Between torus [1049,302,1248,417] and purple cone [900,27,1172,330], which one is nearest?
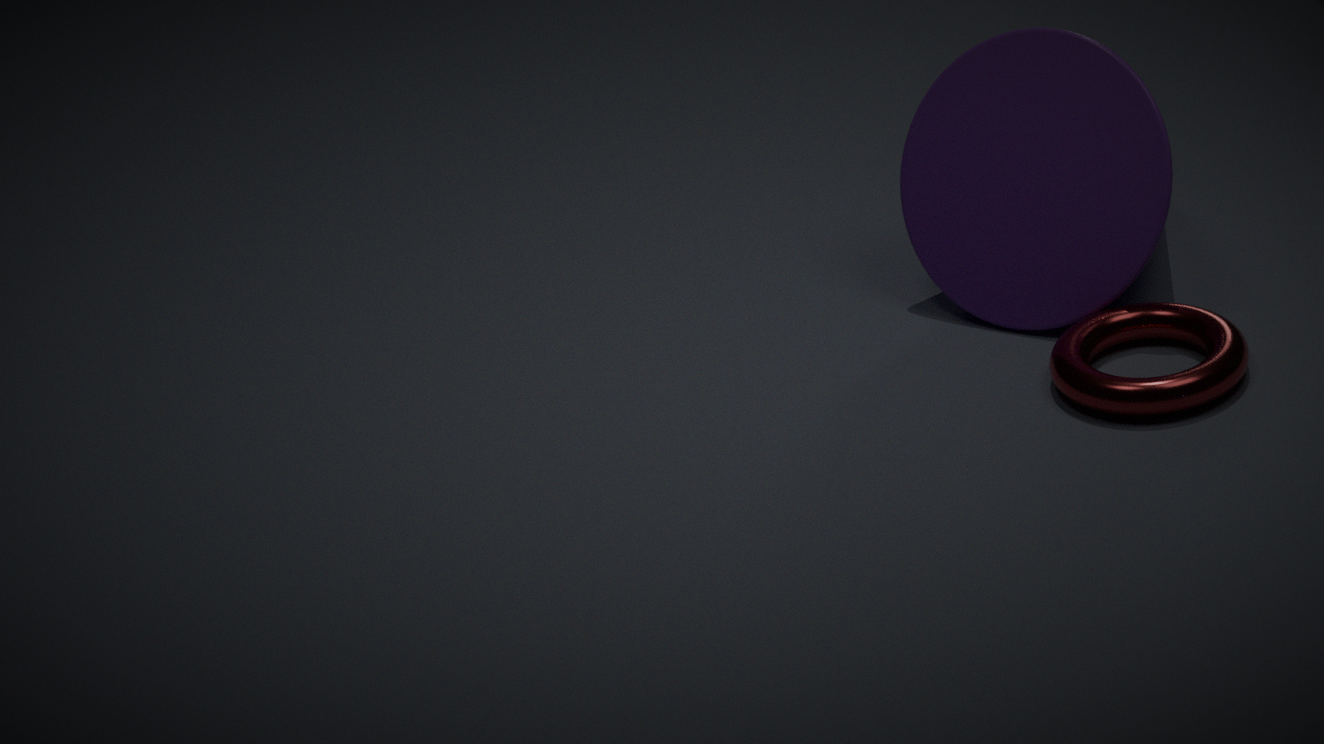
torus [1049,302,1248,417]
